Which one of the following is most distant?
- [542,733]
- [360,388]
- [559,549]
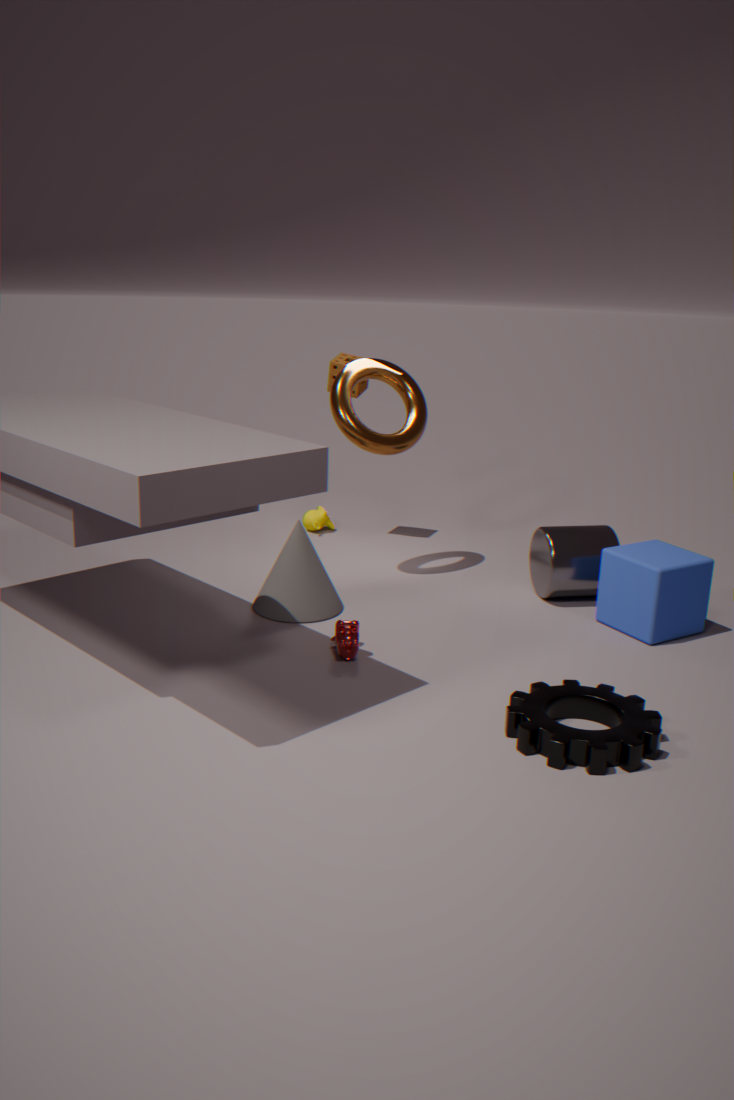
[360,388]
